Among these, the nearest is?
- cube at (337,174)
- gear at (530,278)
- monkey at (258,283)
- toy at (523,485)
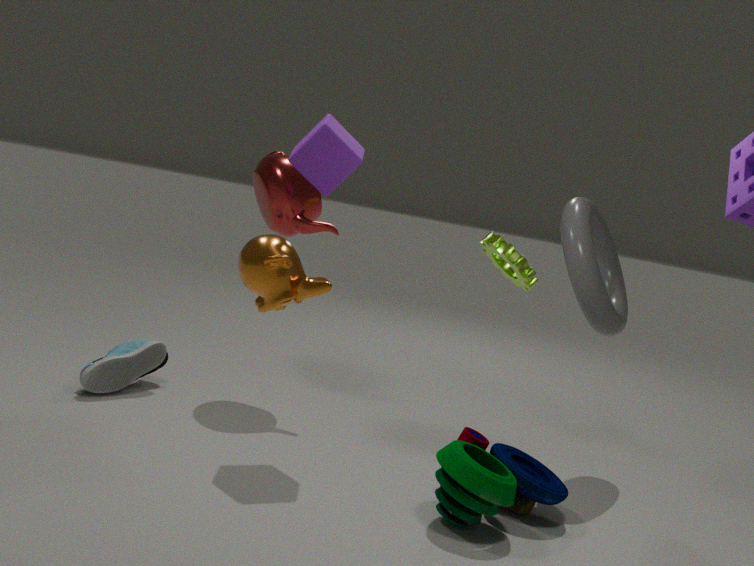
monkey at (258,283)
